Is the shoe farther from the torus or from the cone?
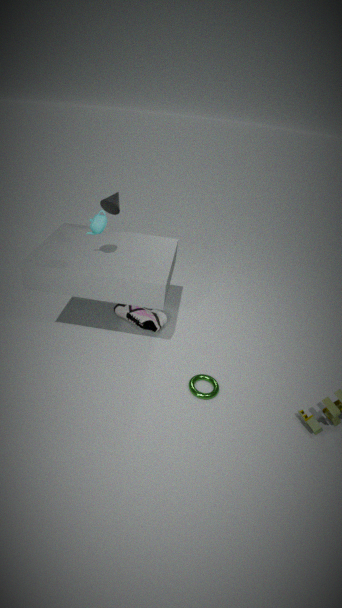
the cone
